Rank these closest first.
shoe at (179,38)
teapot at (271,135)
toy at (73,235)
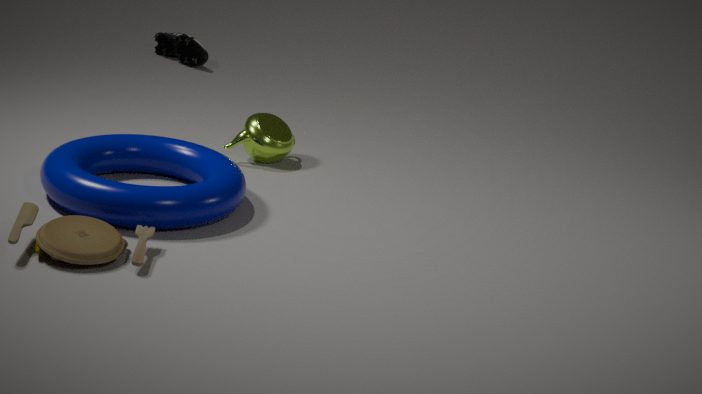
1. toy at (73,235)
2. teapot at (271,135)
3. shoe at (179,38)
